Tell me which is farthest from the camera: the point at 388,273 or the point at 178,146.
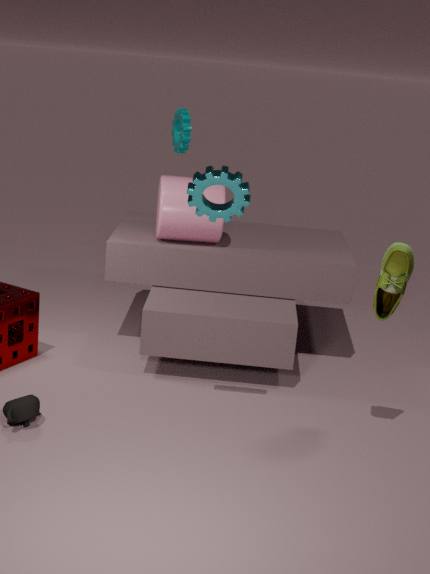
the point at 178,146
